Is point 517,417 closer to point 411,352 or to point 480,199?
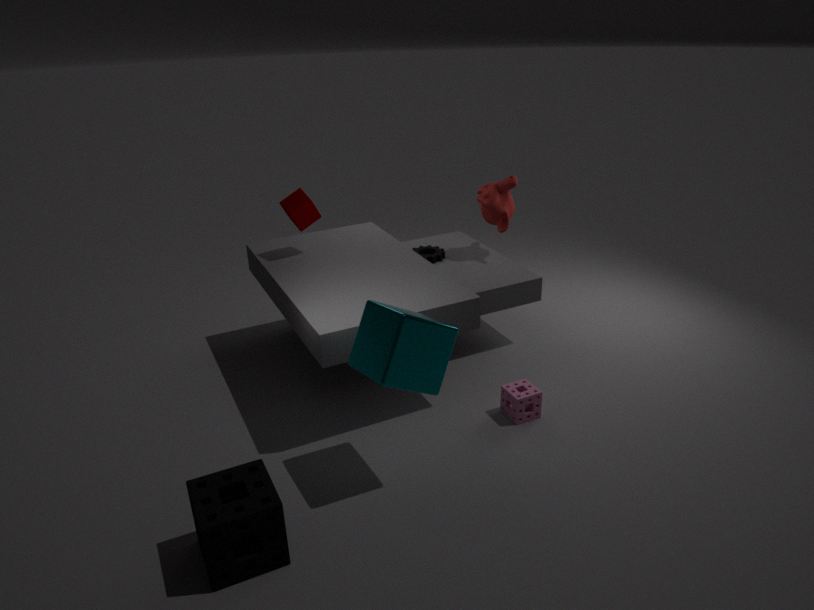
point 411,352
